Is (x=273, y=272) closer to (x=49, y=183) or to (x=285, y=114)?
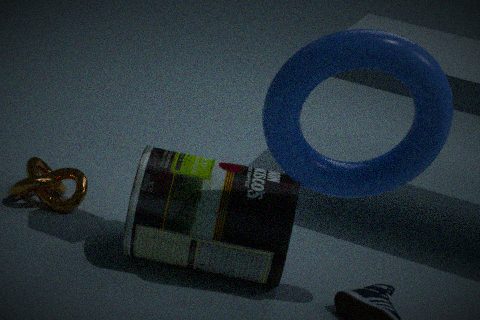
(x=285, y=114)
